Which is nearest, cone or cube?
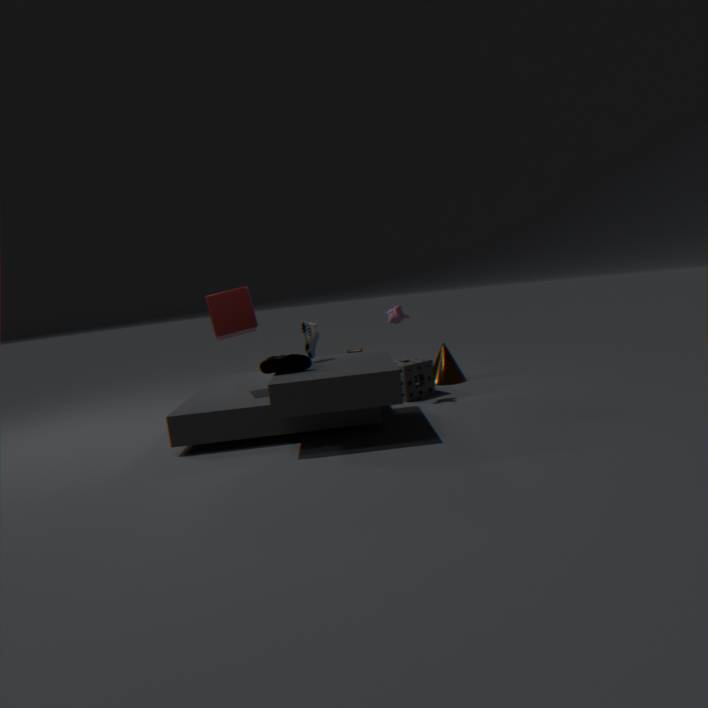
cube
